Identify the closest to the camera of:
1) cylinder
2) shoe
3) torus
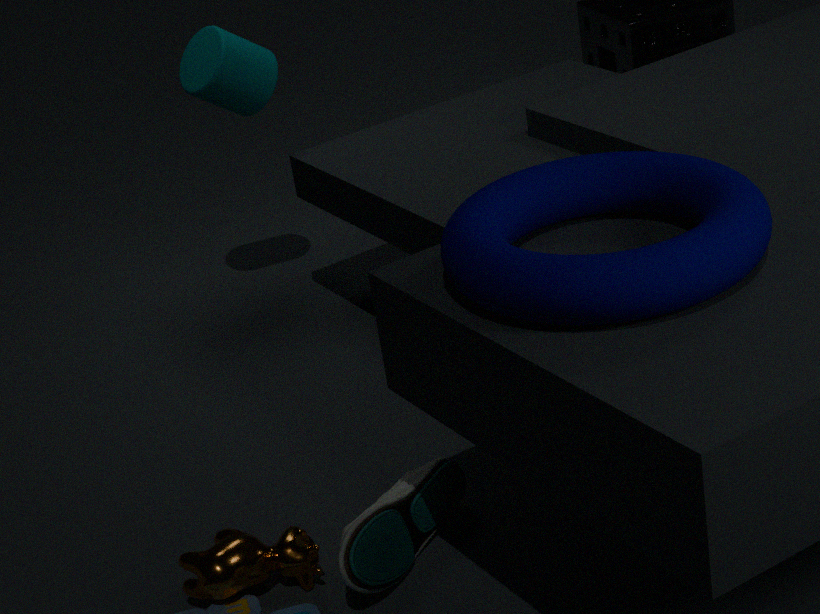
3. torus
